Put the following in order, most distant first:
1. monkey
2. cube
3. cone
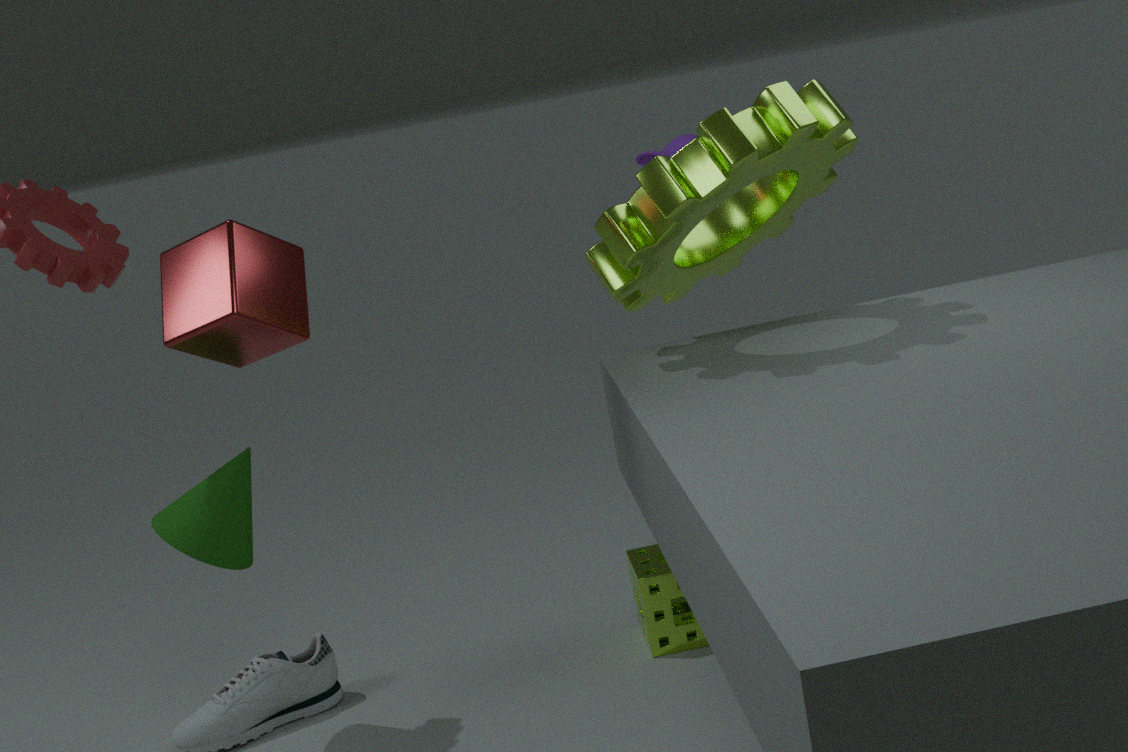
monkey
cone
cube
